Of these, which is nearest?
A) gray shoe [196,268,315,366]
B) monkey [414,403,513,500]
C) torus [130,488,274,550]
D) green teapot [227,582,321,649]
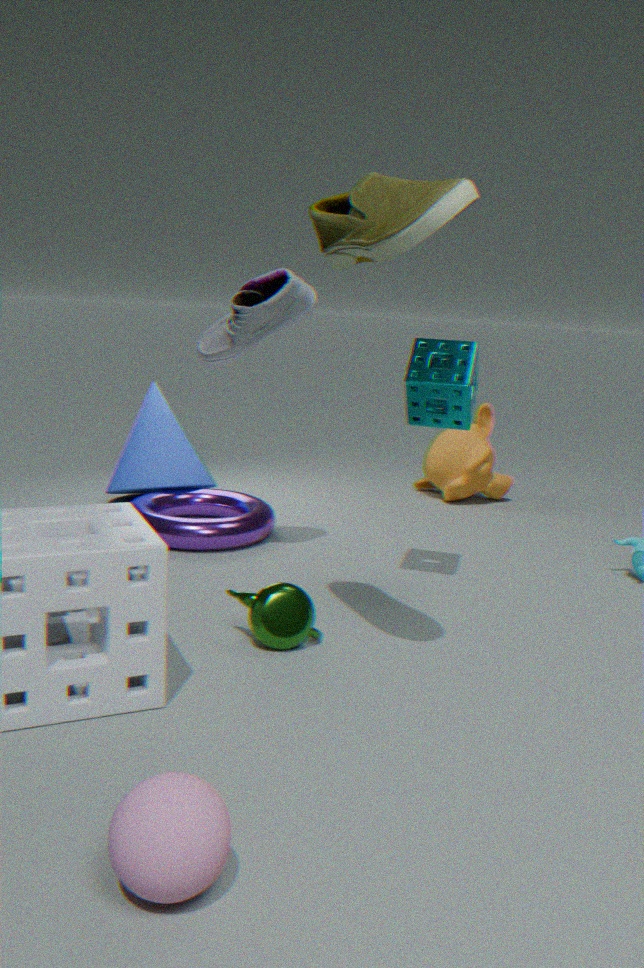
green teapot [227,582,321,649]
